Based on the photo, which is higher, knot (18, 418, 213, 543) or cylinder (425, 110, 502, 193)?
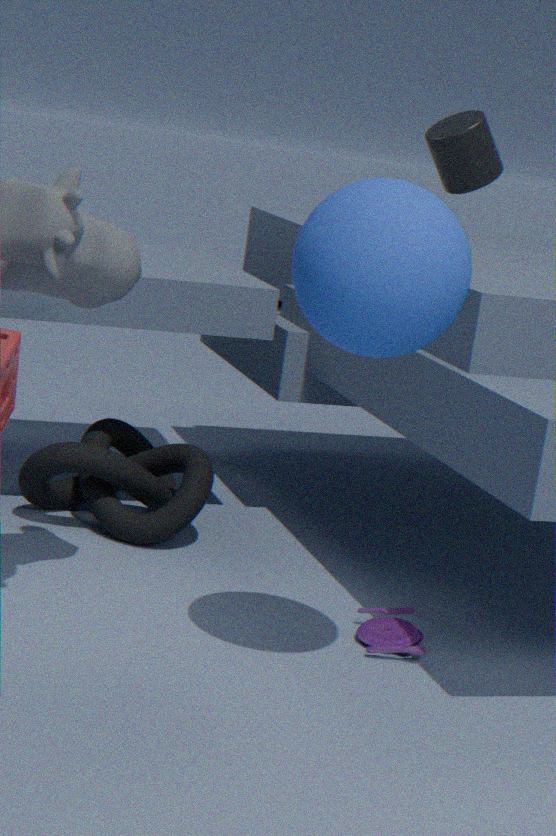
cylinder (425, 110, 502, 193)
